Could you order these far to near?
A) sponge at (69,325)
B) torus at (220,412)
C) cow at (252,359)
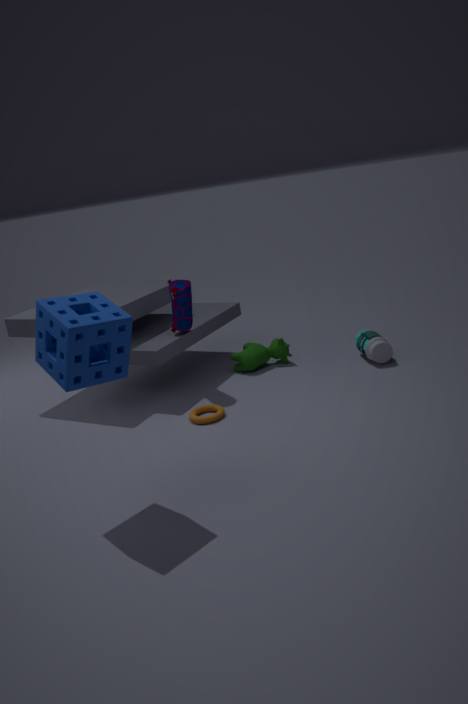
cow at (252,359) → torus at (220,412) → sponge at (69,325)
